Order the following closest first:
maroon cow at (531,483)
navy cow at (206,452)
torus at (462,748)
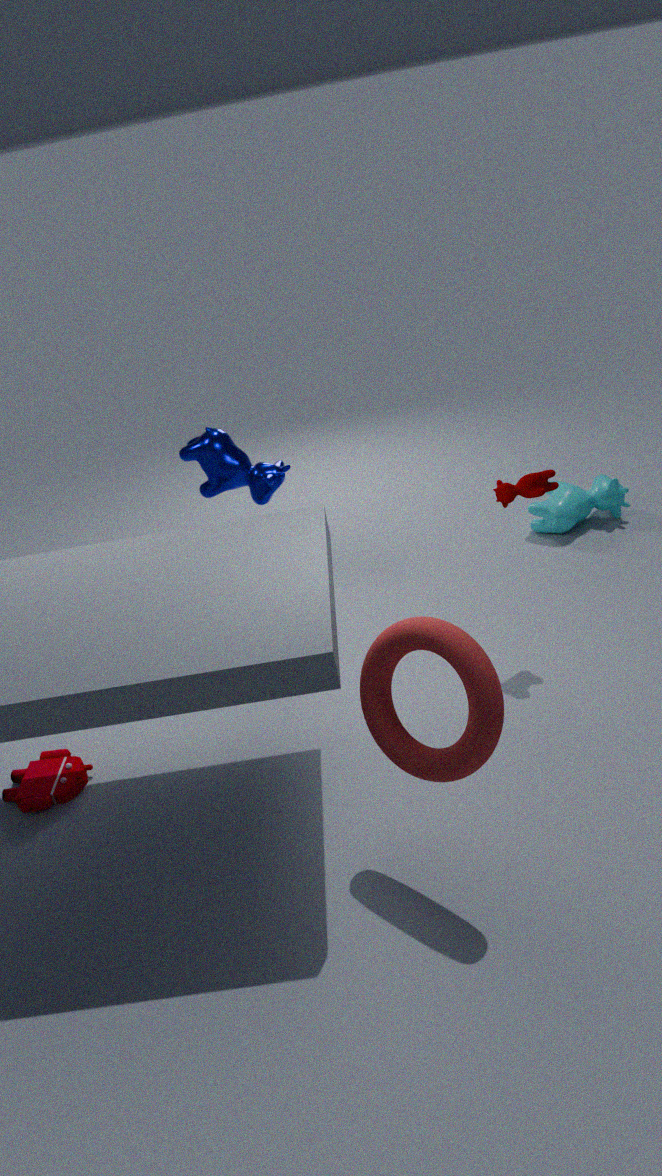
torus at (462,748) → maroon cow at (531,483) → navy cow at (206,452)
